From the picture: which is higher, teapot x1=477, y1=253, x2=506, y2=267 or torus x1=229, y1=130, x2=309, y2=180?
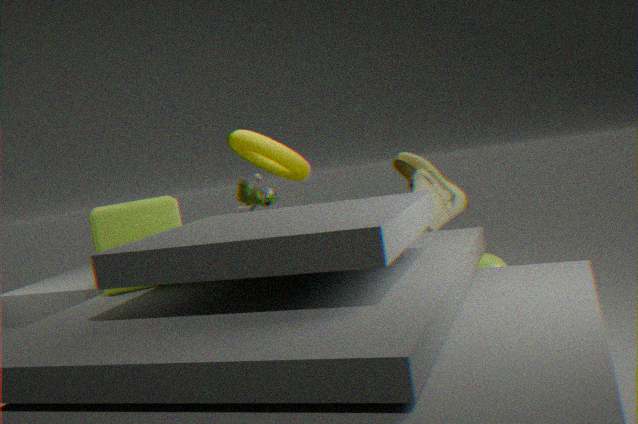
torus x1=229, y1=130, x2=309, y2=180
